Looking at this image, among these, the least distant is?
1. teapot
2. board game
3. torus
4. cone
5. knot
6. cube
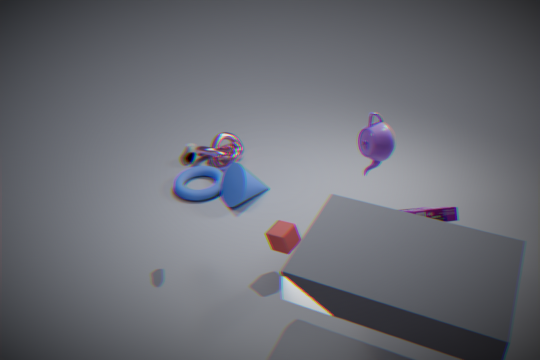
board game
